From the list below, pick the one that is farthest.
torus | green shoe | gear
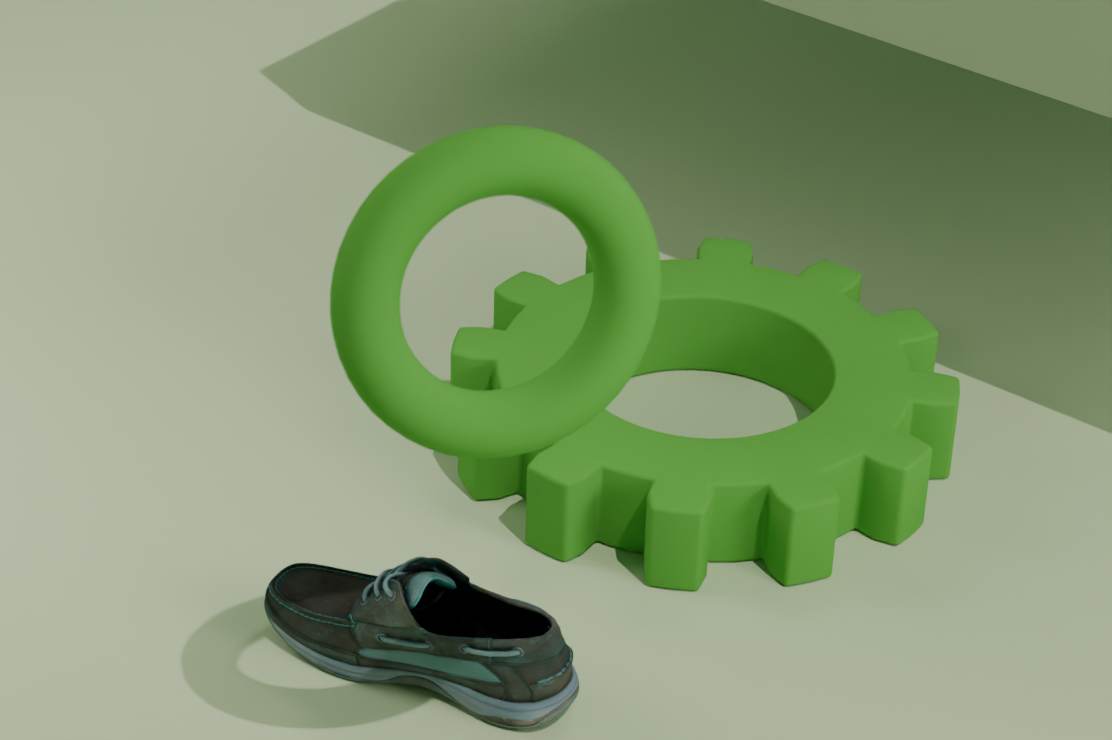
gear
